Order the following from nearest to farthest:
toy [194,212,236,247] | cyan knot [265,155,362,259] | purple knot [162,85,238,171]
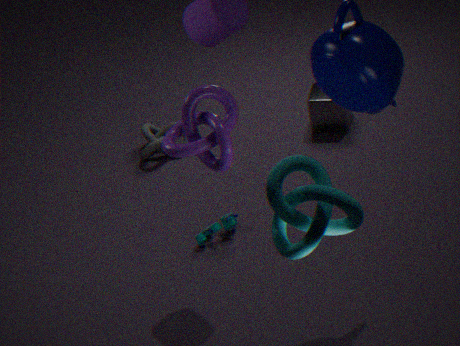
cyan knot [265,155,362,259] → purple knot [162,85,238,171] → toy [194,212,236,247]
